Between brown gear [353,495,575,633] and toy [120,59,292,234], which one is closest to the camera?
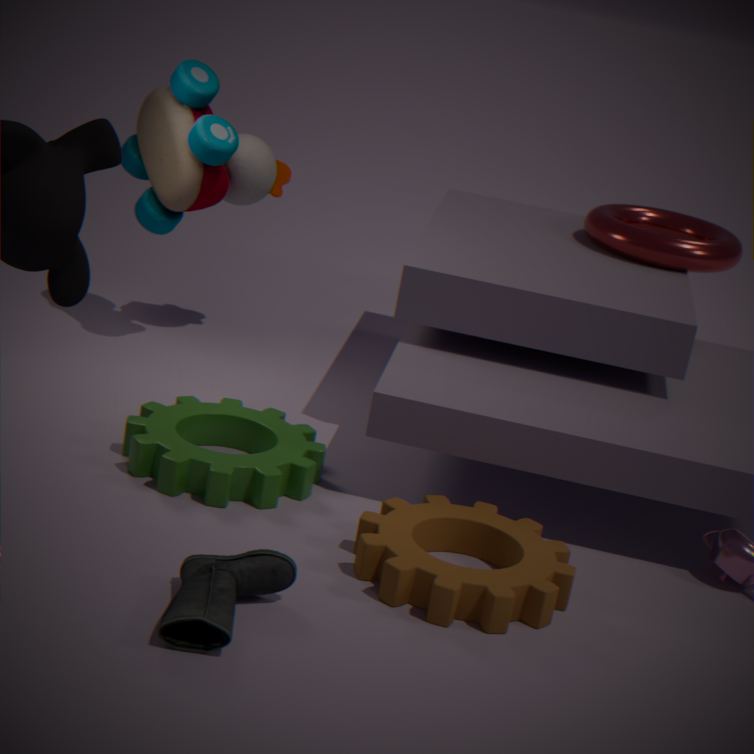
brown gear [353,495,575,633]
